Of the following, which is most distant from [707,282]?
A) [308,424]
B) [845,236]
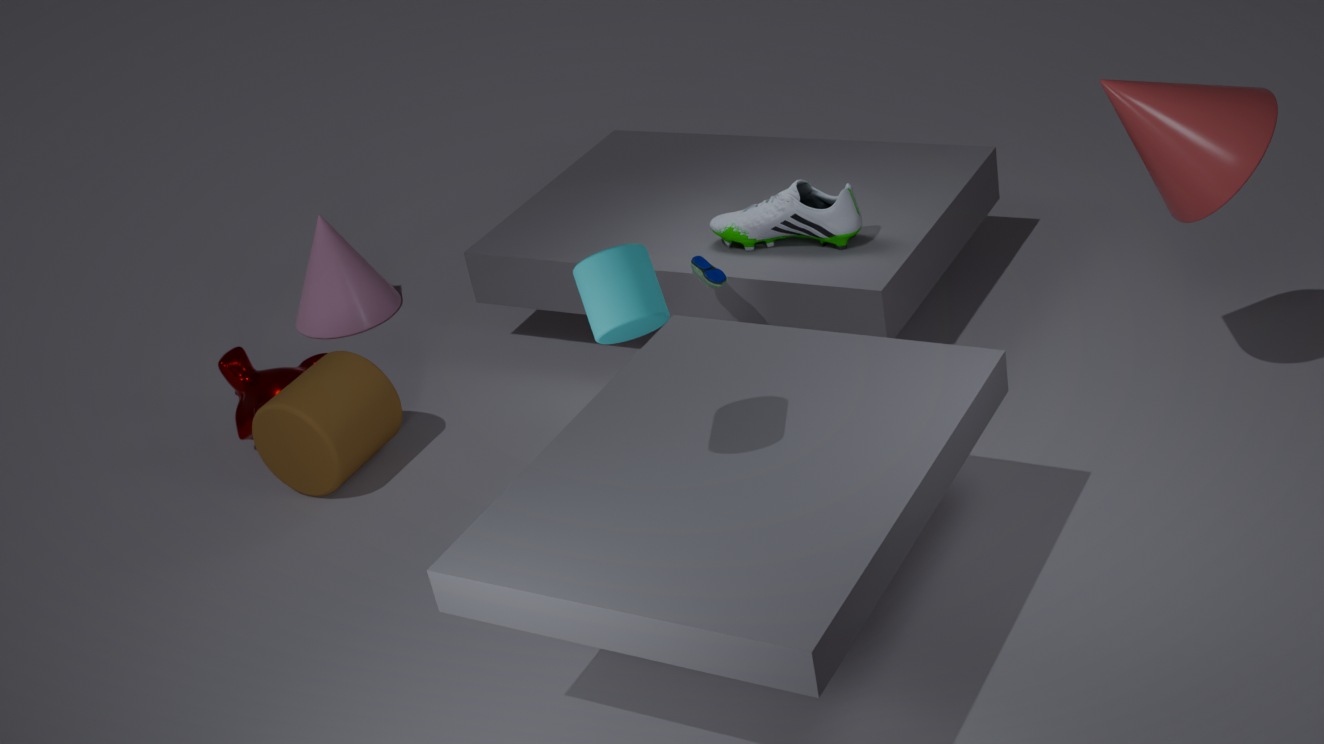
[308,424]
